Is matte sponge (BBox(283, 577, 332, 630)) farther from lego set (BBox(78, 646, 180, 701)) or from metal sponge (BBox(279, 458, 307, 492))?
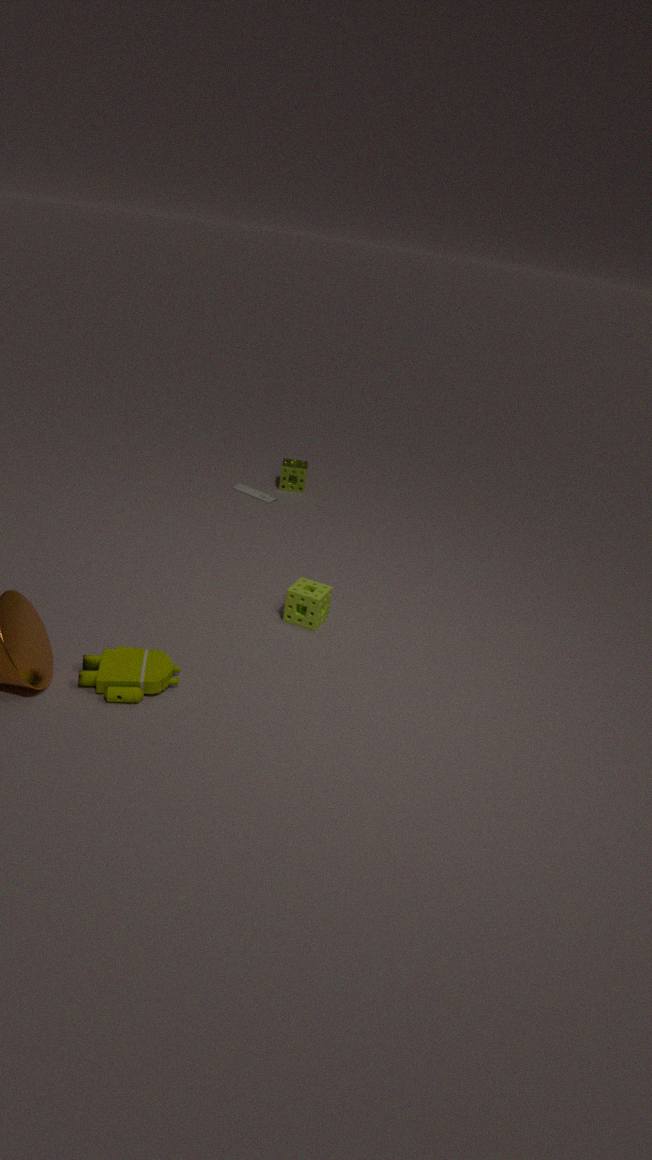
metal sponge (BBox(279, 458, 307, 492))
